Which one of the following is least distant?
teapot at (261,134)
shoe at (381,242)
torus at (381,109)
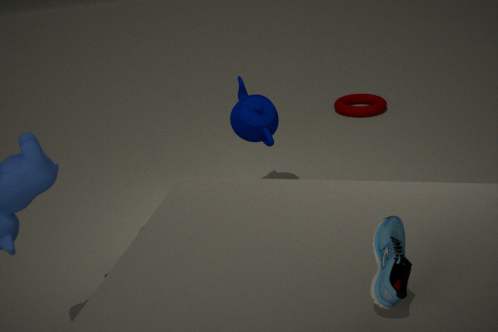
shoe at (381,242)
